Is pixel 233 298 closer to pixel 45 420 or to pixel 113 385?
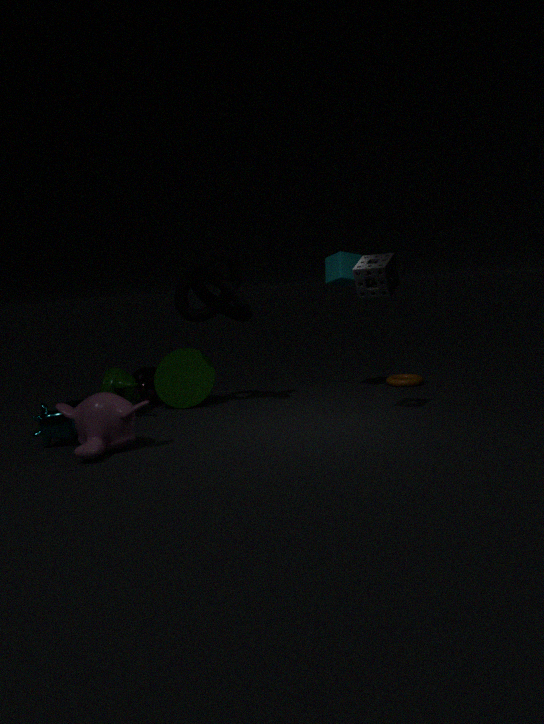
pixel 113 385
